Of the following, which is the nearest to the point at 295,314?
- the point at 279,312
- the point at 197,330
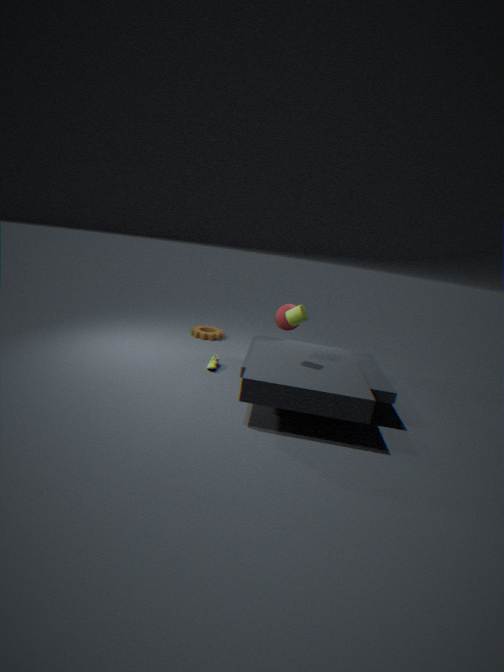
the point at 279,312
